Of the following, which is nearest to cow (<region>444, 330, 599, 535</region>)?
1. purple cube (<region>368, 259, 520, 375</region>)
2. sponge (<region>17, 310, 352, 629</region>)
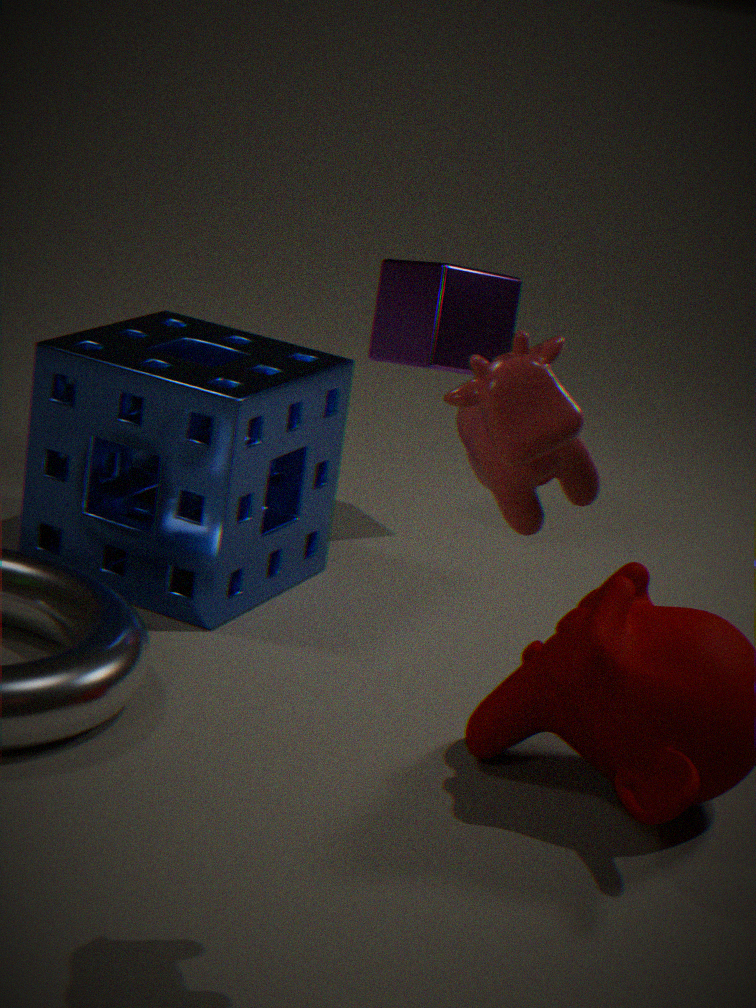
sponge (<region>17, 310, 352, 629</region>)
